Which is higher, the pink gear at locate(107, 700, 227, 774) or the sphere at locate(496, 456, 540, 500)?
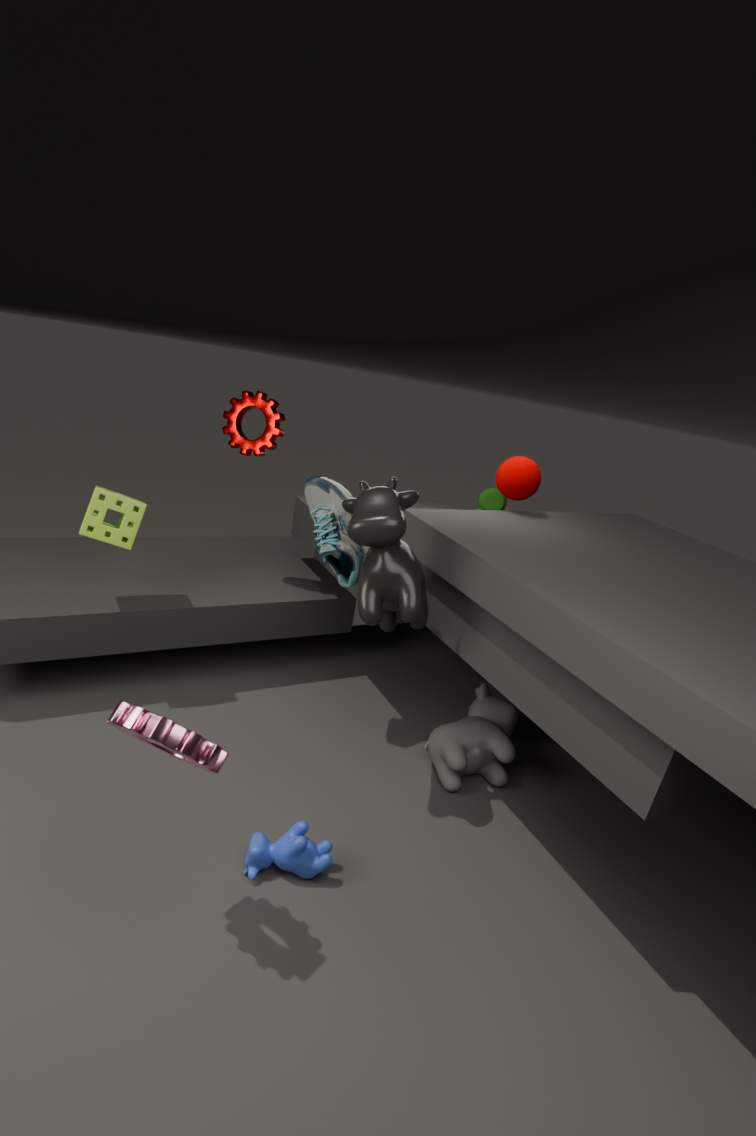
the sphere at locate(496, 456, 540, 500)
